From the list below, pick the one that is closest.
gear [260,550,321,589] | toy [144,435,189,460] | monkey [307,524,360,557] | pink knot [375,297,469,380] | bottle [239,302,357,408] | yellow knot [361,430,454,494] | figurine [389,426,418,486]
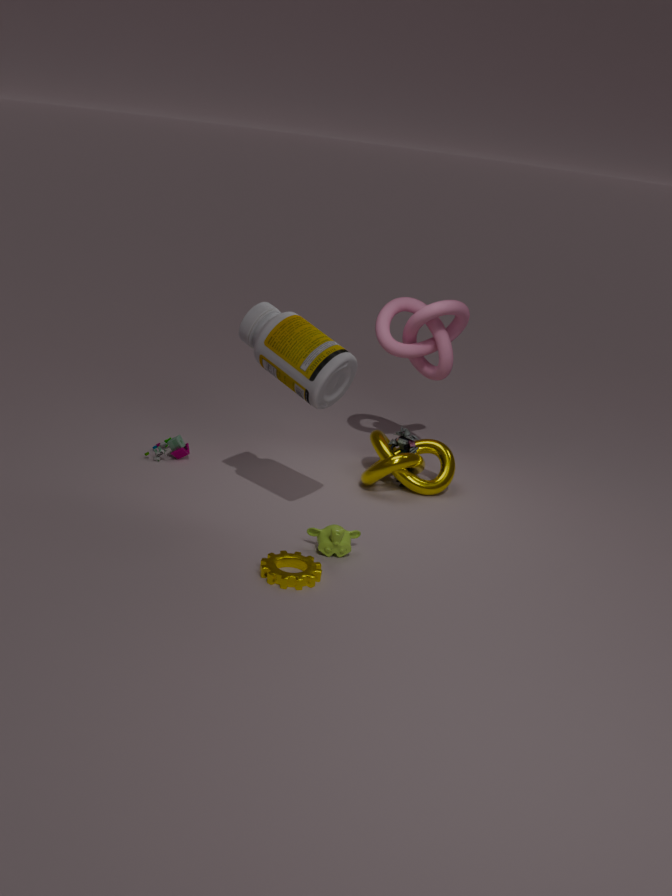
gear [260,550,321,589]
